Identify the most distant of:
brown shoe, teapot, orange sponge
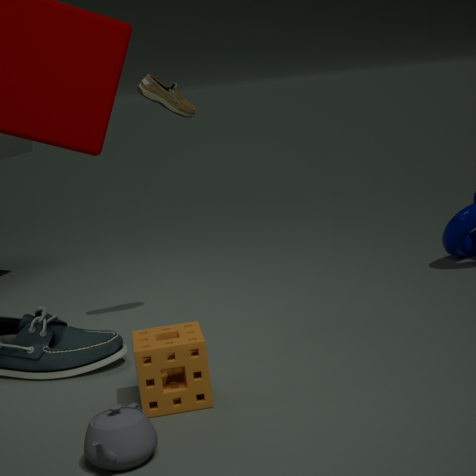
brown shoe
